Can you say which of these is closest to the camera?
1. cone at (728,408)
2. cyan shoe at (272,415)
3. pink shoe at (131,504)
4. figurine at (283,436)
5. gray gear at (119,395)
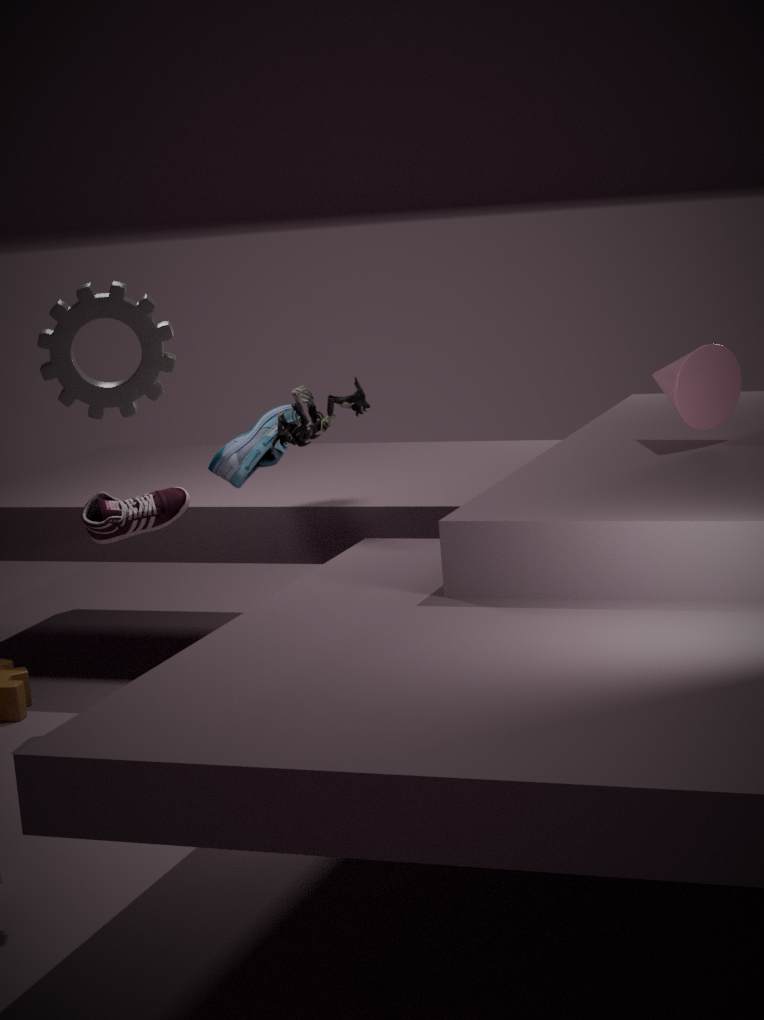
gray gear at (119,395)
